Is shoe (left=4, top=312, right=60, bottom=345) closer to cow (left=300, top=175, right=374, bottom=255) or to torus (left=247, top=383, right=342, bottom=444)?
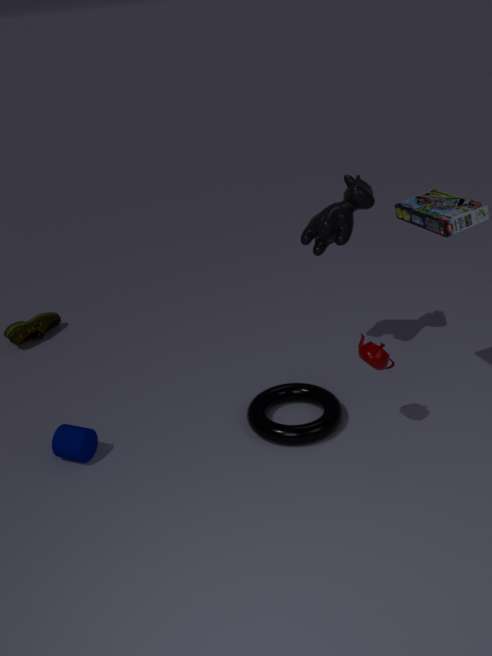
torus (left=247, top=383, right=342, bottom=444)
